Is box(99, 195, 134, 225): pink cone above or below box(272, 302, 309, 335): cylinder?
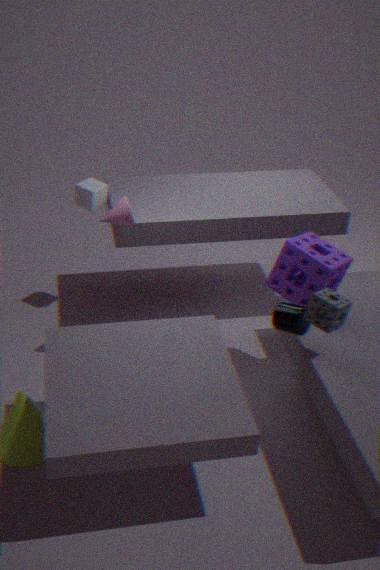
above
